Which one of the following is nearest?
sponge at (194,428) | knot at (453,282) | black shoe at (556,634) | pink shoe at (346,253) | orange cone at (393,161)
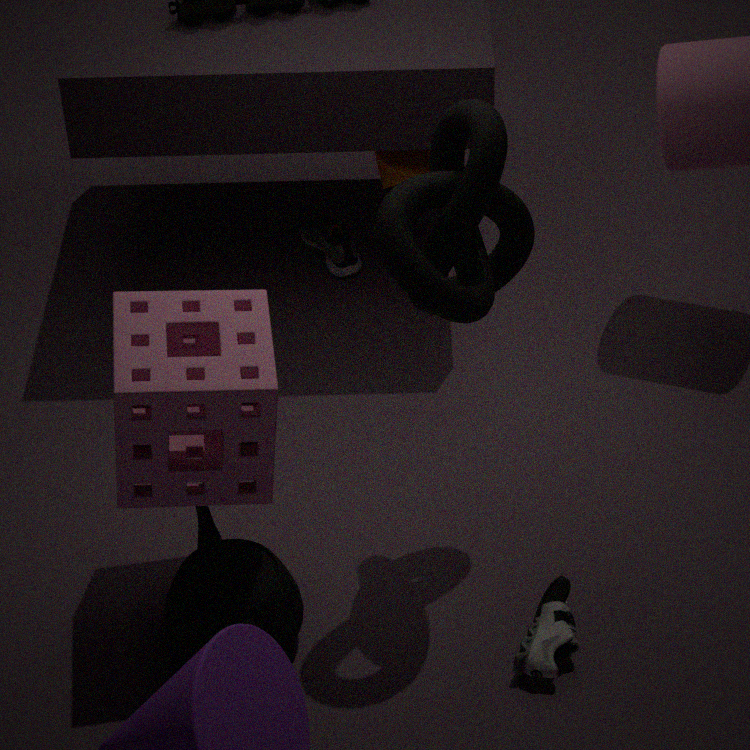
knot at (453,282)
